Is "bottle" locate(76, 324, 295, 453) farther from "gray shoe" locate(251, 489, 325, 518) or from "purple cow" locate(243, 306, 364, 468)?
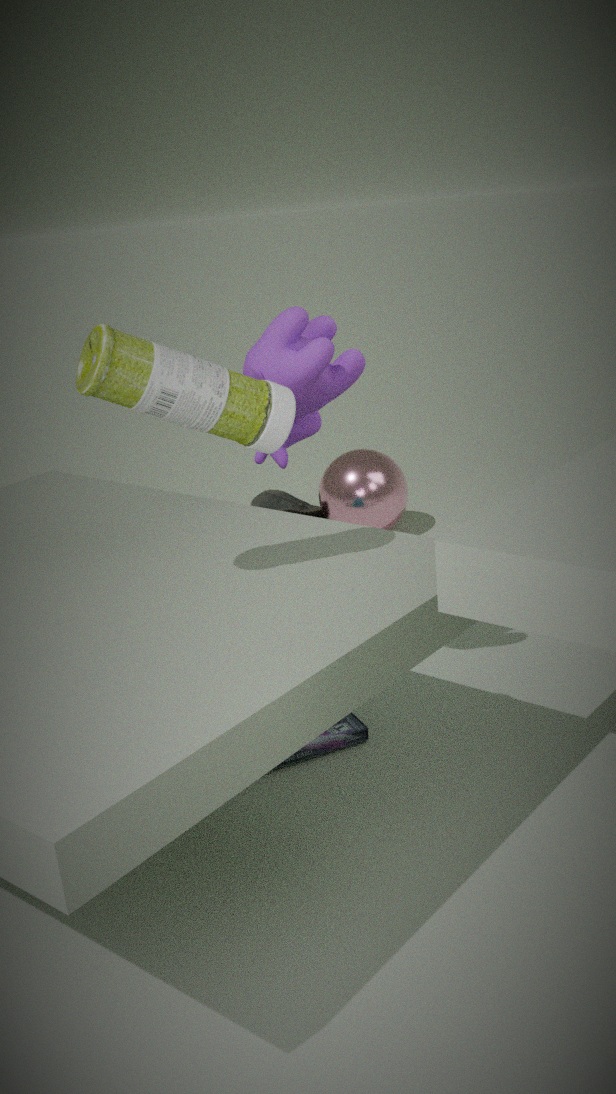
"gray shoe" locate(251, 489, 325, 518)
